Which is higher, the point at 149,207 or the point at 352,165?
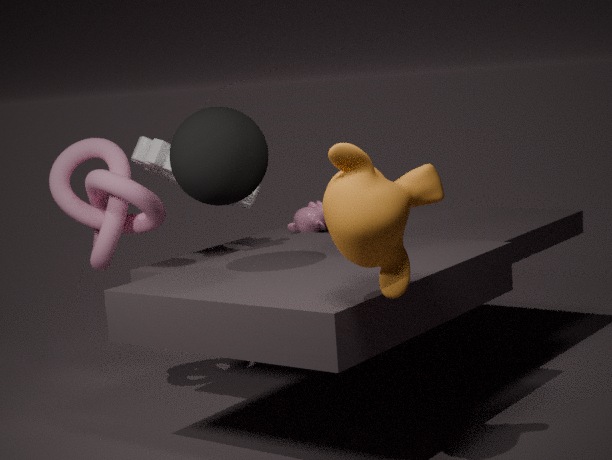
the point at 352,165
